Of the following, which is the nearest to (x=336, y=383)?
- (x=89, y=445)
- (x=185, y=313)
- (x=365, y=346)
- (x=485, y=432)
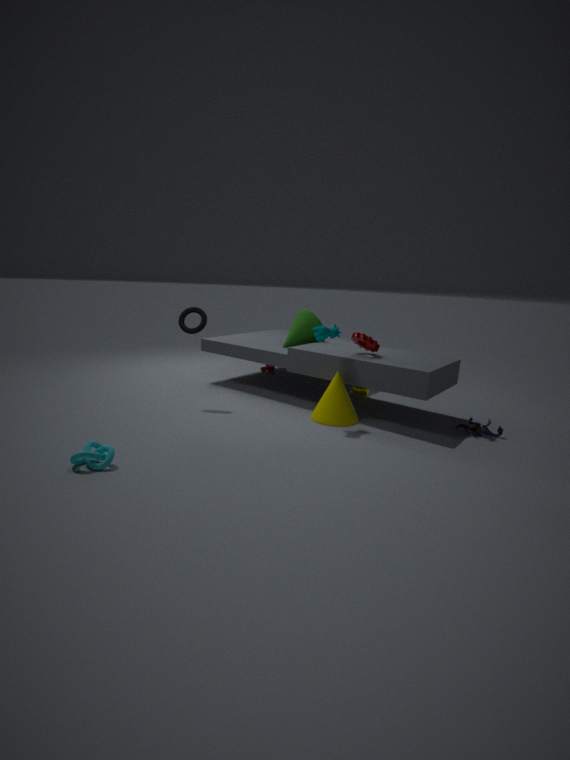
(x=365, y=346)
